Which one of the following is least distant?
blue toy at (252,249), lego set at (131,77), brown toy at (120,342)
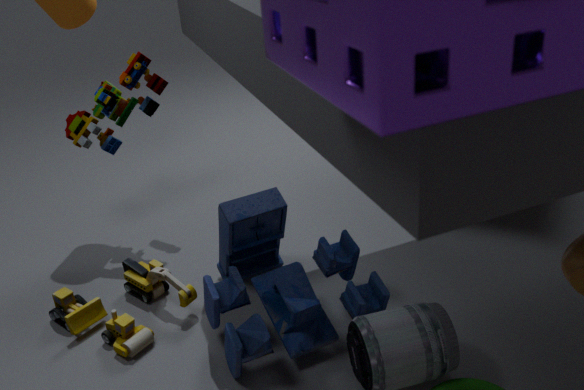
blue toy at (252,249)
